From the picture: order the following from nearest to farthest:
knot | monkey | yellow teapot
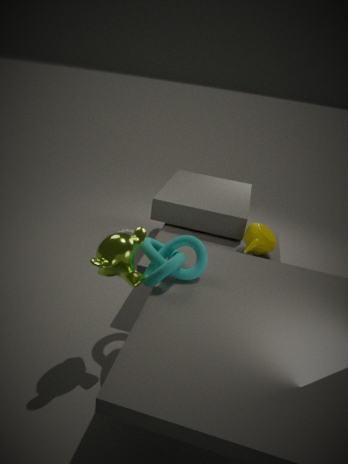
monkey
knot
yellow teapot
